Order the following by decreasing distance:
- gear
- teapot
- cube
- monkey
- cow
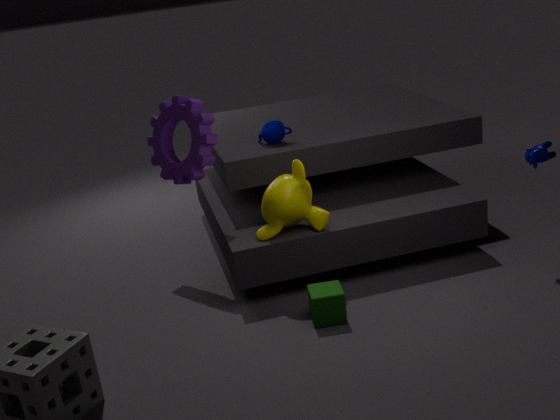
teapot
gear
monkey
cow
cube
